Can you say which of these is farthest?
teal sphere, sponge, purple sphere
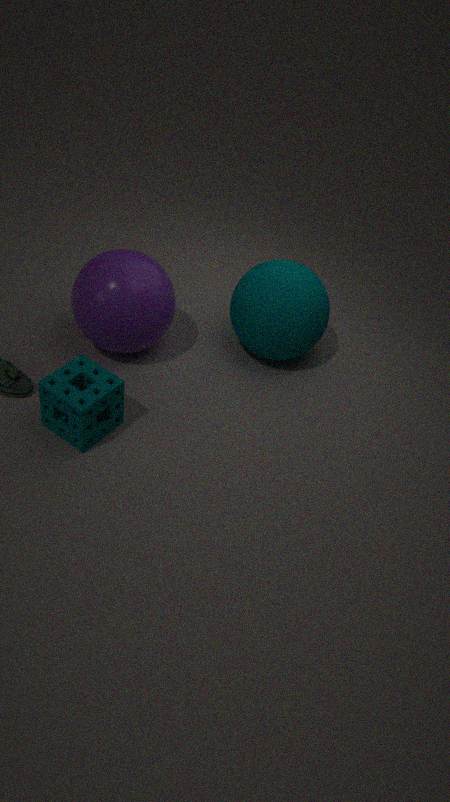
teal sphere
